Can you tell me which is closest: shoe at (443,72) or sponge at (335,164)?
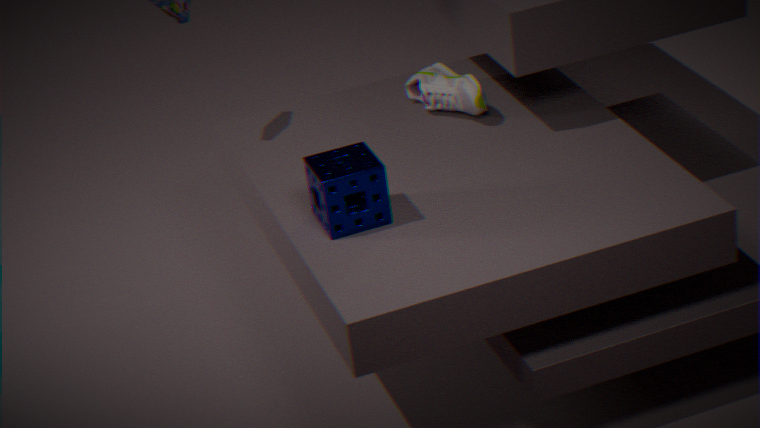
sponge at (335,164)
